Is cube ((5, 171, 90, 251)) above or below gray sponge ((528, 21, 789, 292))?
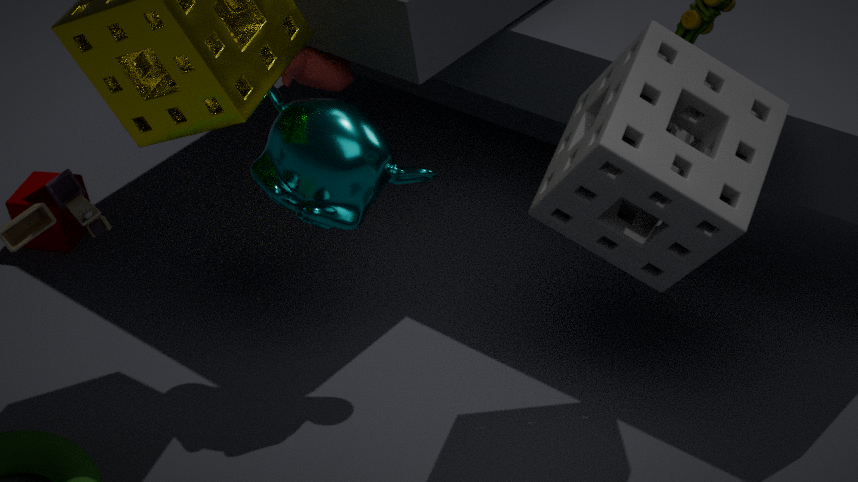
below
